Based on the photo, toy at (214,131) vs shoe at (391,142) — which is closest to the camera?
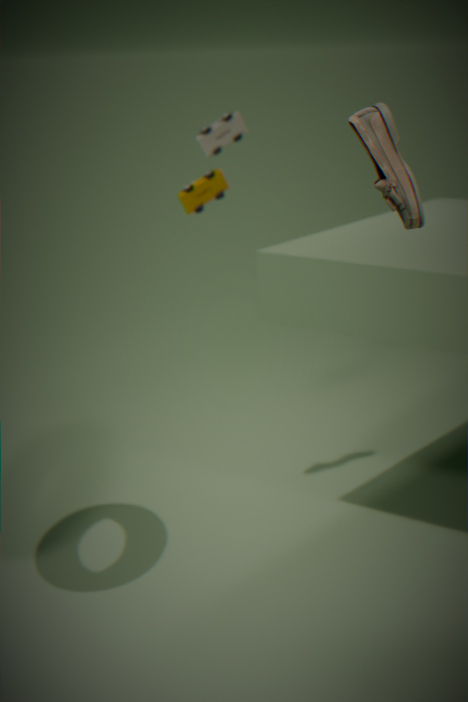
shoe at (391,142)
